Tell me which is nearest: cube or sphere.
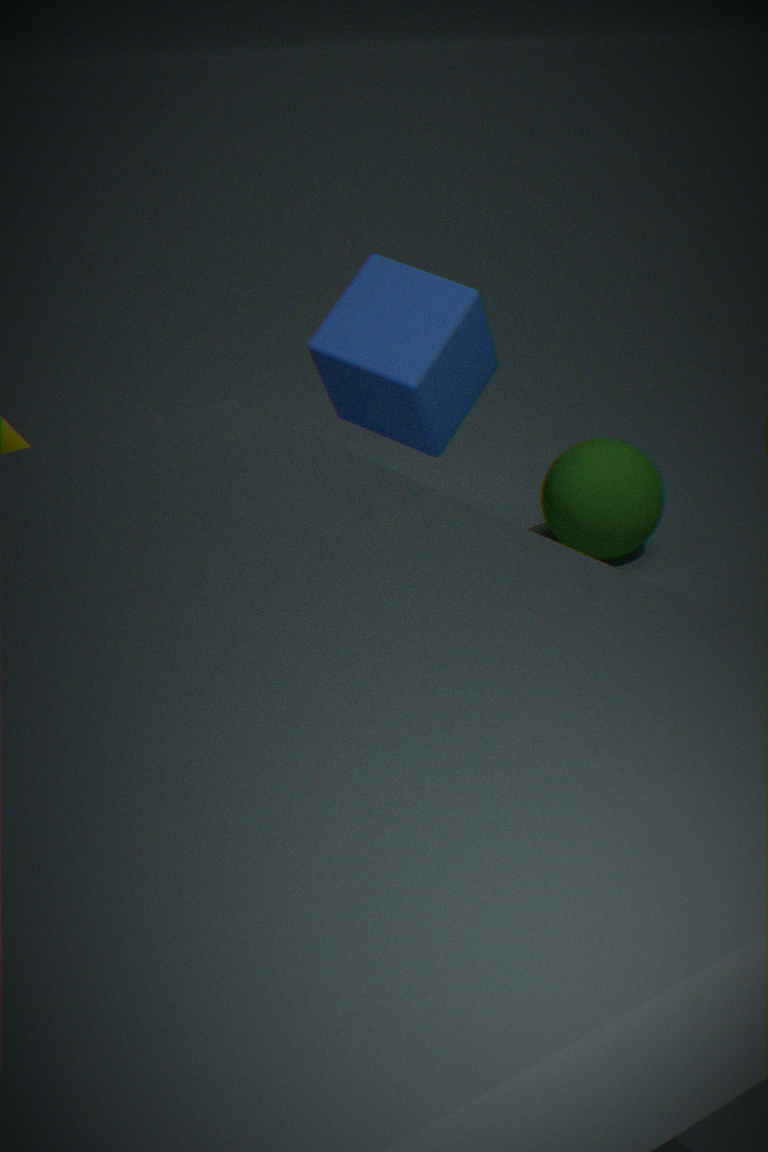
cube
